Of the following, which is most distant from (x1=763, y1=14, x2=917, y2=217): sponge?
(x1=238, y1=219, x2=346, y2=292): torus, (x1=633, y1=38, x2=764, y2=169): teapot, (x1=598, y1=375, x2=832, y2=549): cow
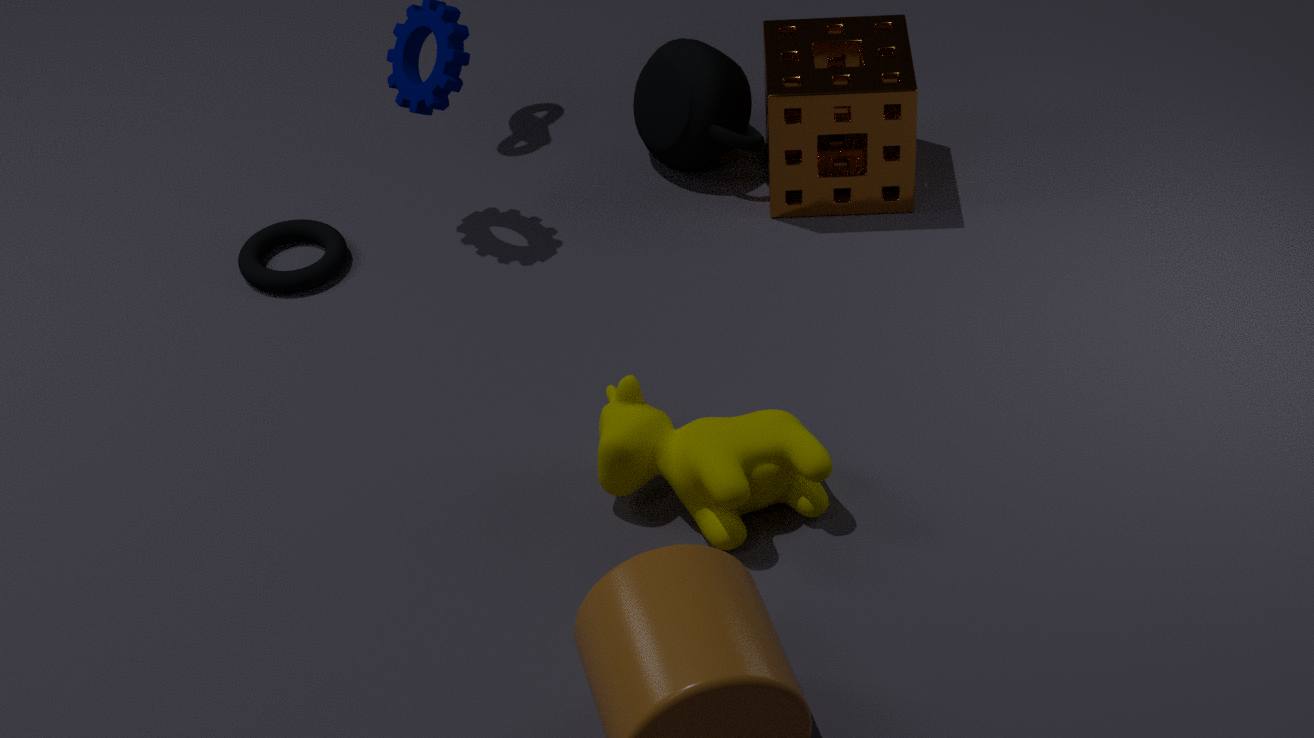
(x1=238, y1=219, x2=346, y2=292): torus
